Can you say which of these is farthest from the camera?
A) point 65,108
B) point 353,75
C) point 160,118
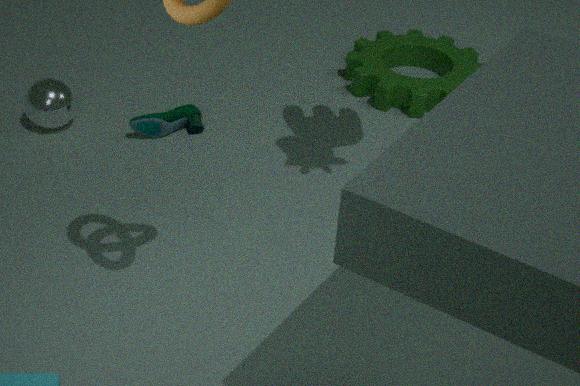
point 353,75
